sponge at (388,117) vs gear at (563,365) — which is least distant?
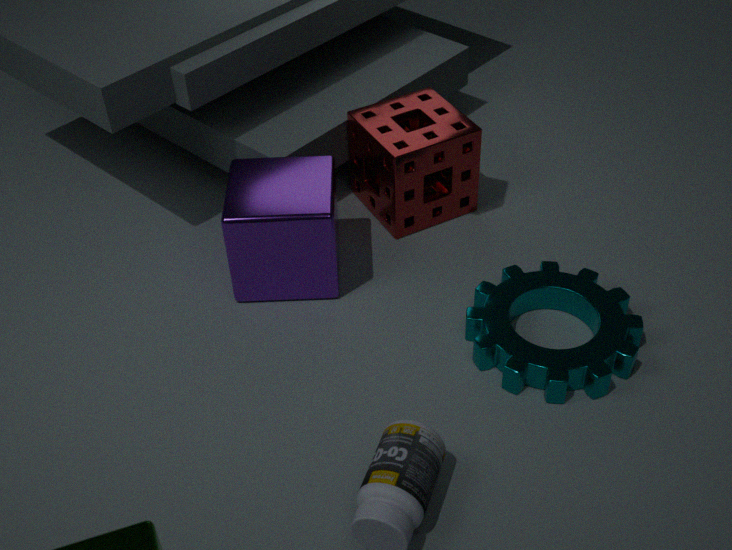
gear at (563,365)
